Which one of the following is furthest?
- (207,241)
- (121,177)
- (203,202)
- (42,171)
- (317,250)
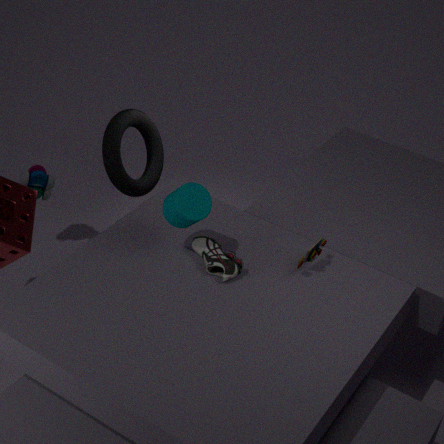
(42,171)
